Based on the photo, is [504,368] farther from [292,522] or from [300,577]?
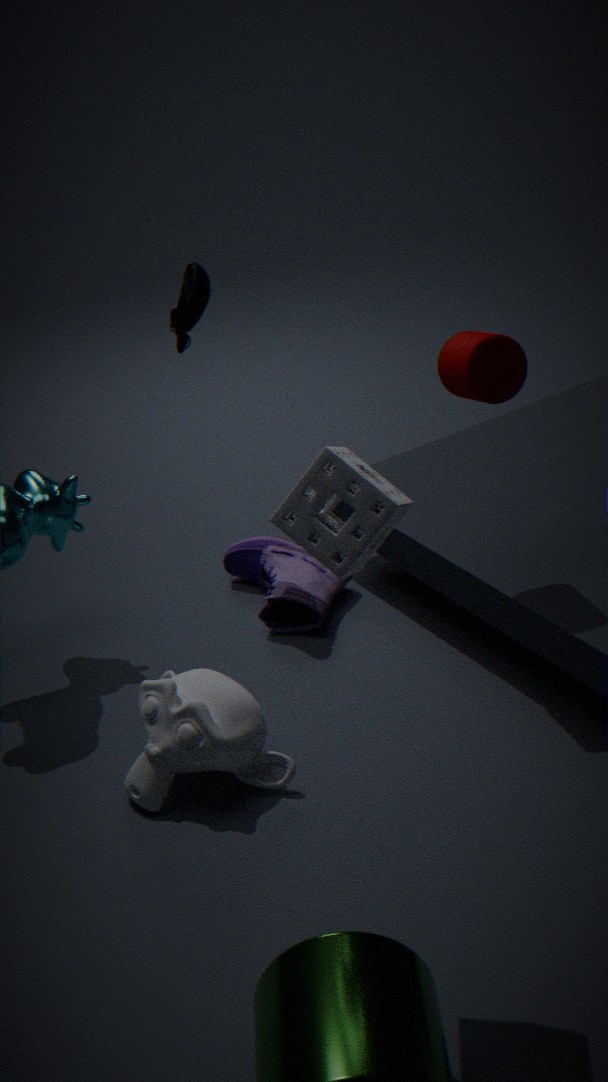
[292,522]
